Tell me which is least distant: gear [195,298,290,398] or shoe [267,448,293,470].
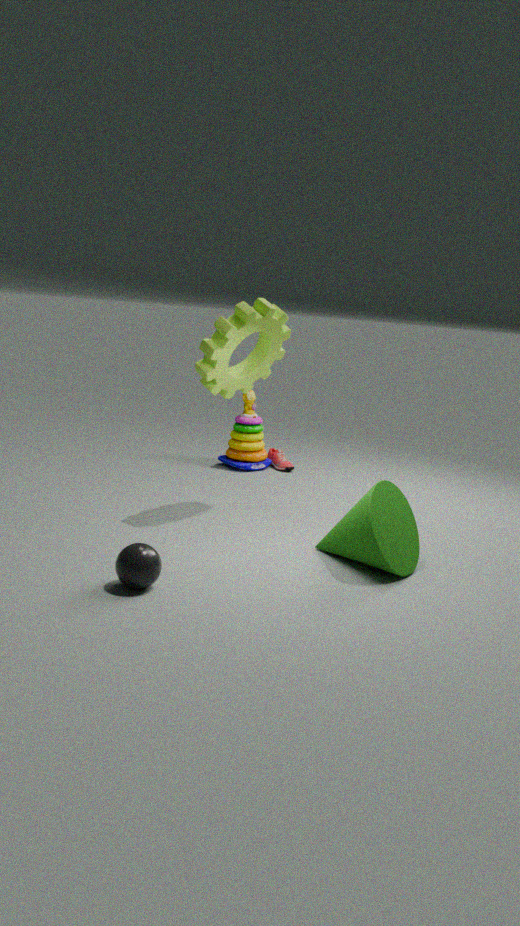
gear [195,298,290,398]
